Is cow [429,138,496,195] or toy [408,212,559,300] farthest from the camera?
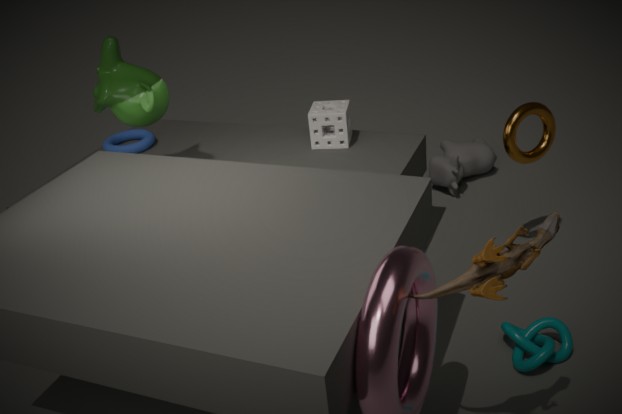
cow [429,138,496,195]
